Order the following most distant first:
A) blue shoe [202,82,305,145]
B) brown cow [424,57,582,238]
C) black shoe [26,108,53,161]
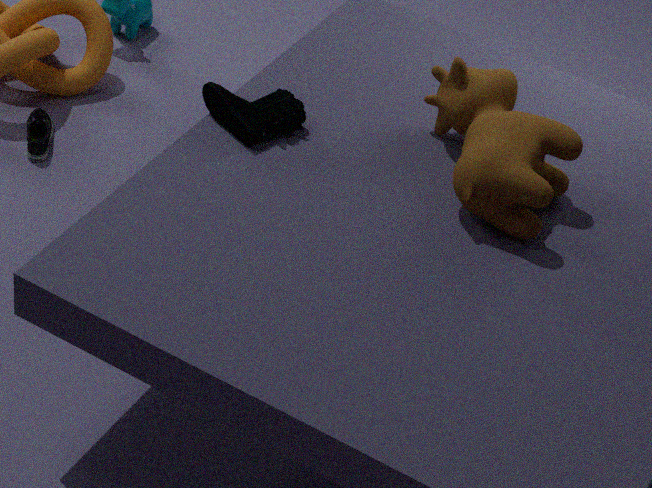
black shoe [26,108,53,161], blue shoe [202,82,305,145], brown cow [424,57,582,238]
